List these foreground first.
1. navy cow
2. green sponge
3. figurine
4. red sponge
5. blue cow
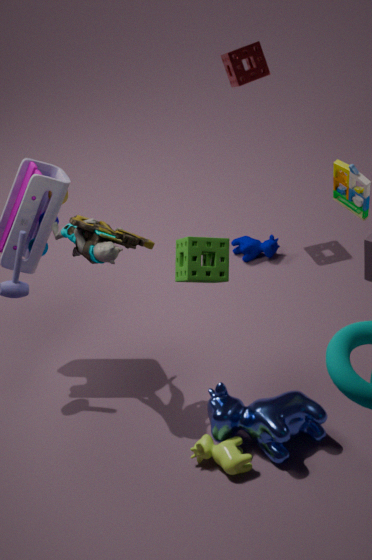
green sponge, blue cow, figurine, red sponge, navy cow
